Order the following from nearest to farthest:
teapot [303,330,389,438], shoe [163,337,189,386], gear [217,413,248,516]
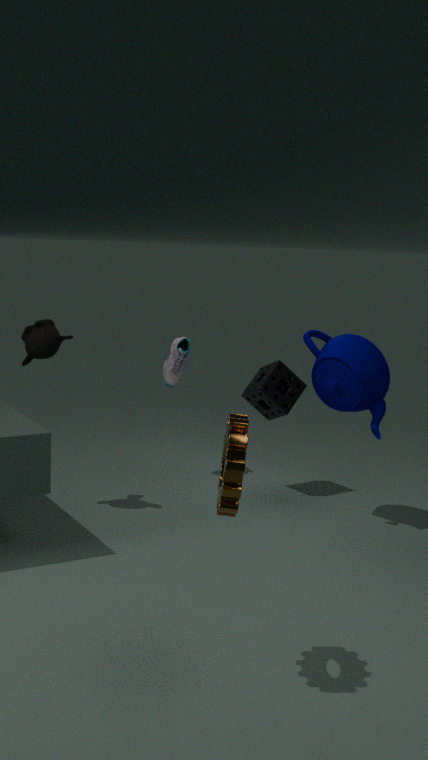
gear [217,413,248,516] → teapot [303,330,389,438] → shoe [163,337,189,386]
